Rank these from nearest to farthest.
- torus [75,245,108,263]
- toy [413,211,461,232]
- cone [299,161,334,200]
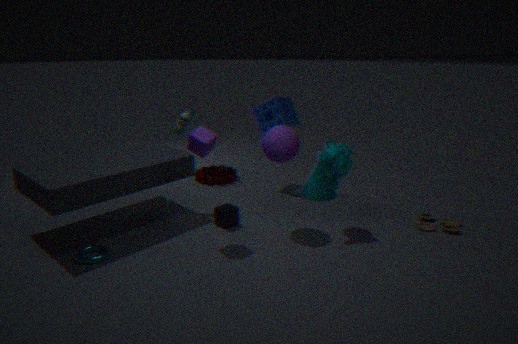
1. torus [75,245,108,263]
2. toy [413,211,461,232]
3. cone [299,161,334,200]
